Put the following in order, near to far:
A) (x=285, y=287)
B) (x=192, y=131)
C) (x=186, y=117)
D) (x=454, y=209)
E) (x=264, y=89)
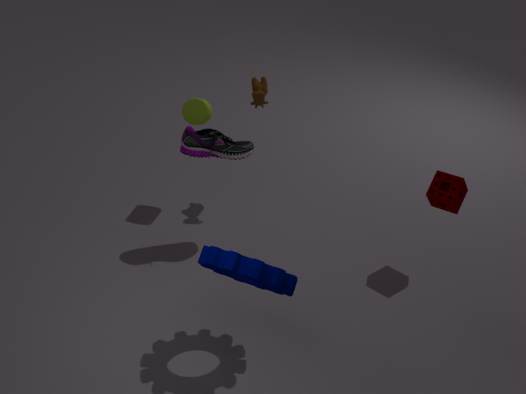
(x=285, y=287) < (x=192, y=131) < (x=454, y=209) < (x=186, y=117) < (x=264, y=89)
